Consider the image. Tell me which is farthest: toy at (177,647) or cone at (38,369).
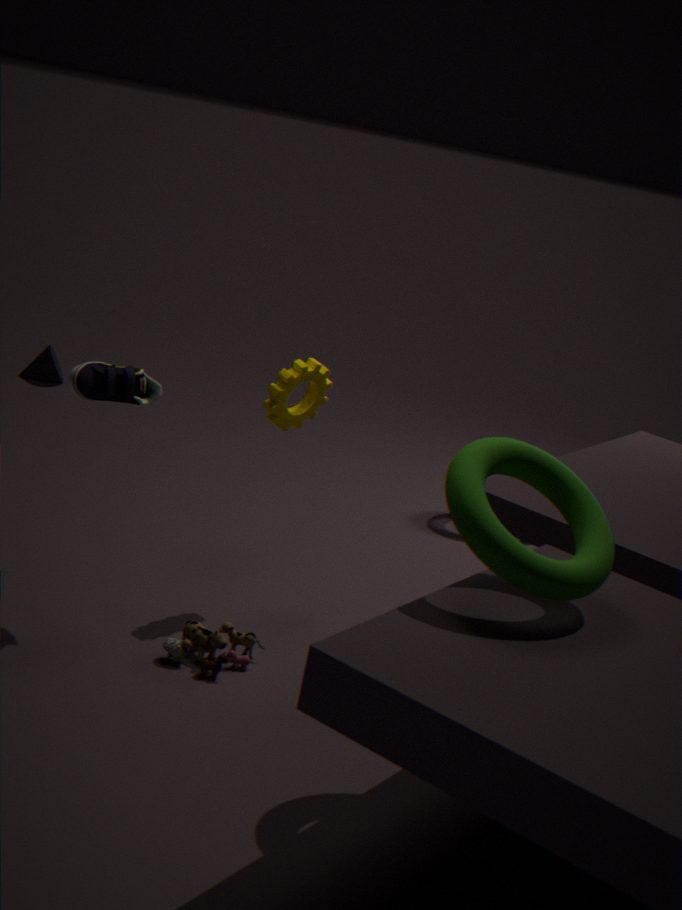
cone at (38,369)
